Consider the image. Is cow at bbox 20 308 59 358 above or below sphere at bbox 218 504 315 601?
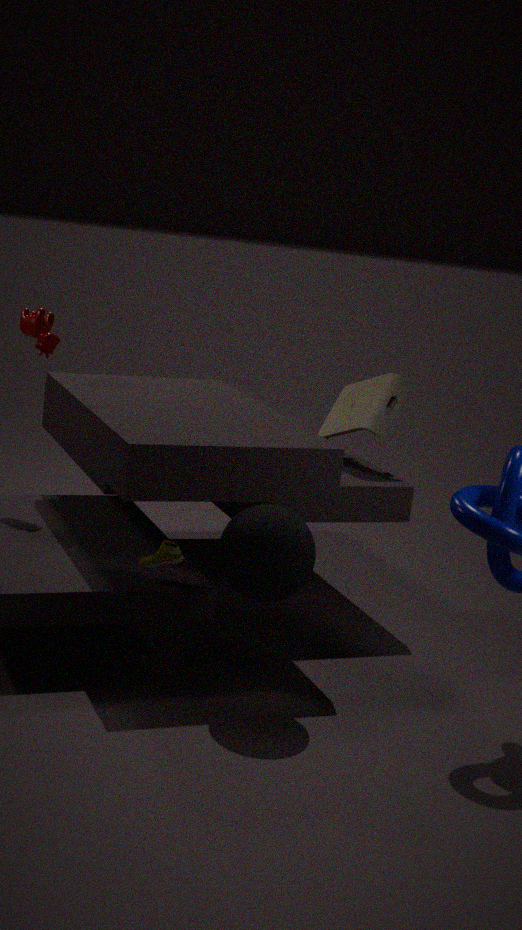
above
